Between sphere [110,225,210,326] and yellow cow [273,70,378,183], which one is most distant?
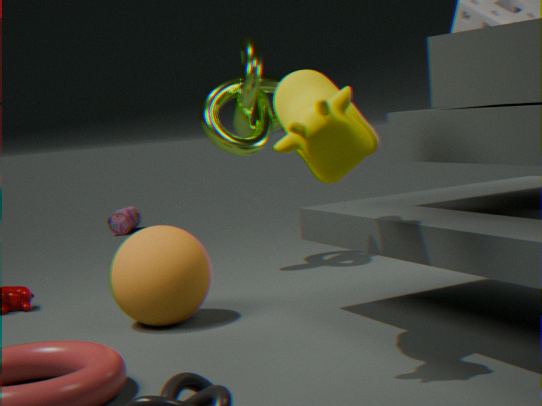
sphere [110,225,210,326]
